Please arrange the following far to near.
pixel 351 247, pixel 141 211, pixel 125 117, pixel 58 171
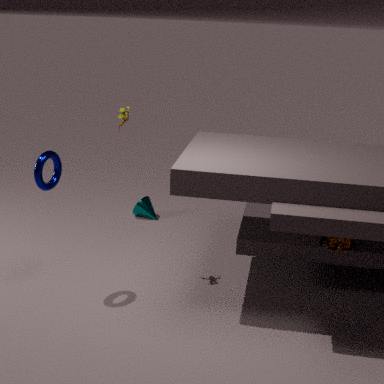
pixel 141 211 < pixel 125 117 < pixel 351 247 < pixel 58 171
